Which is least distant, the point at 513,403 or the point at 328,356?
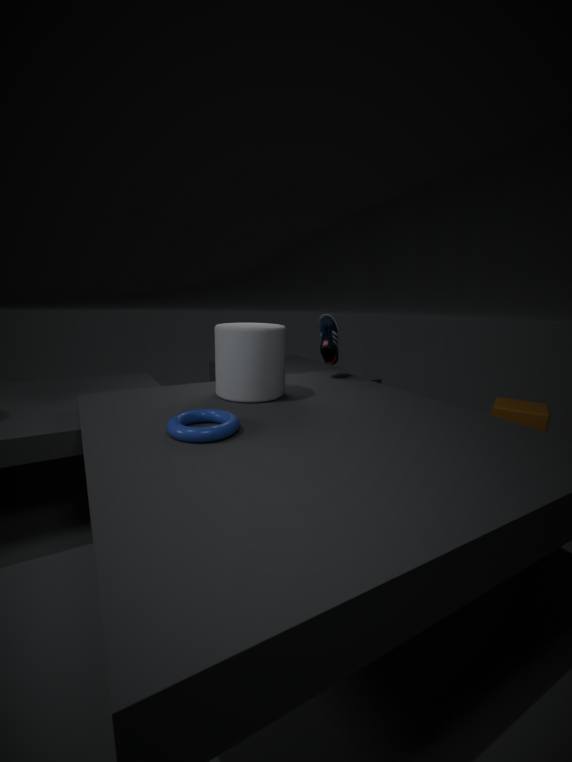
the point at 328,356
